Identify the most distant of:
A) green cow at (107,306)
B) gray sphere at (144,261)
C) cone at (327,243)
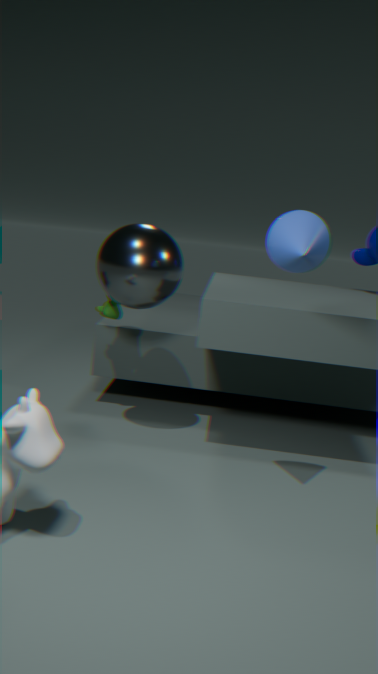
green cow at (107,306)
